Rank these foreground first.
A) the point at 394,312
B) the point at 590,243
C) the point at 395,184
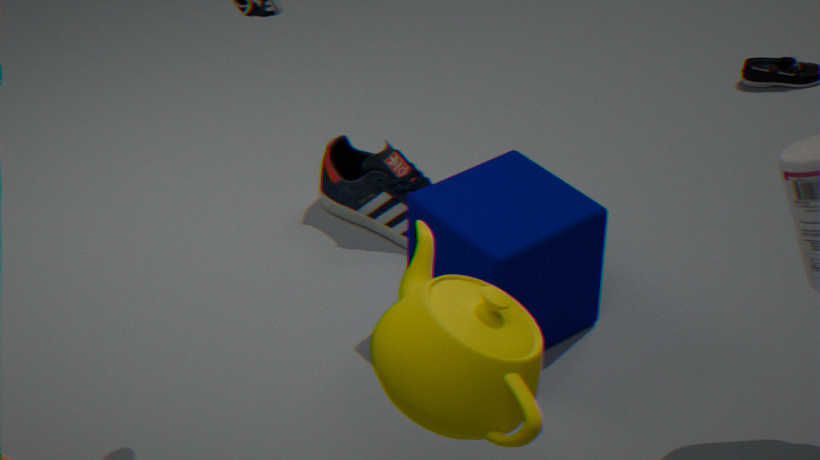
the point at 394,312 < the point at 590,243 < the point at 395,184
